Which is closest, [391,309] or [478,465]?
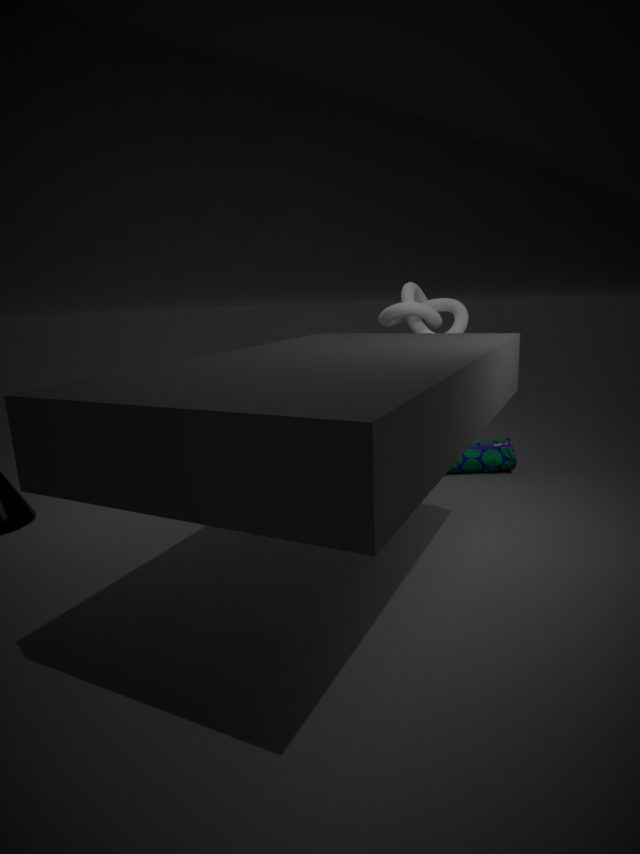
[478,465]
